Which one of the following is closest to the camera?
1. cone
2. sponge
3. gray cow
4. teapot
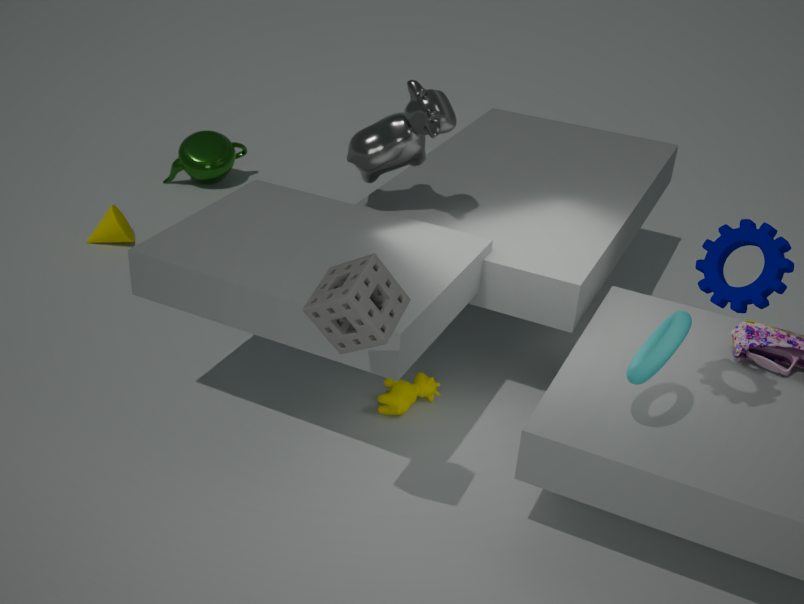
sponge
